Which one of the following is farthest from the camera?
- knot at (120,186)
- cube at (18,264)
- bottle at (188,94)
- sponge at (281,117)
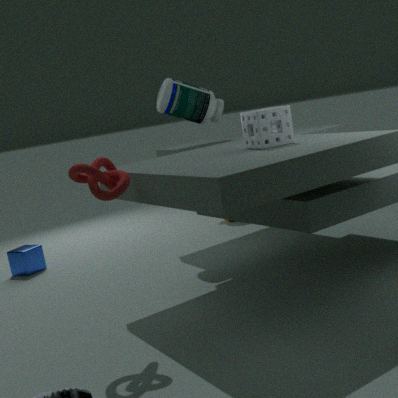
cube at (18,264)
